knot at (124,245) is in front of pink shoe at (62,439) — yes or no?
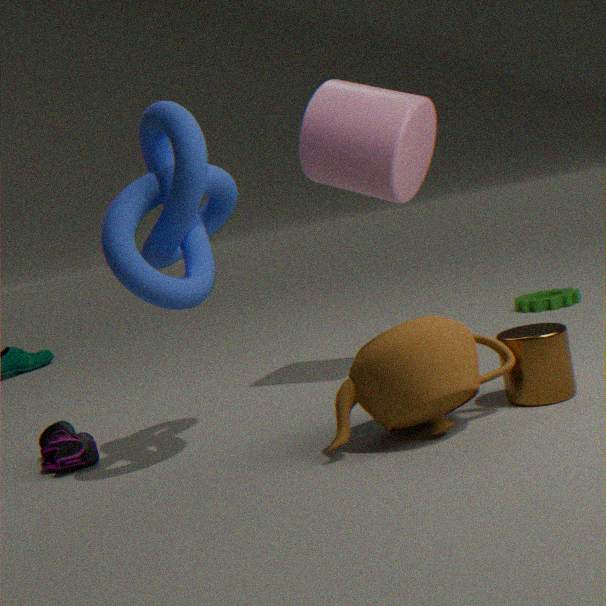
Yes
